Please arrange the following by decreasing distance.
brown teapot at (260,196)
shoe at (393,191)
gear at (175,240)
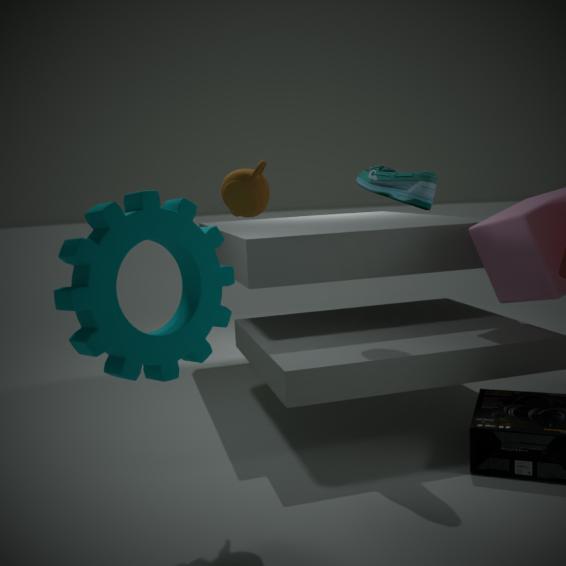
shoe at (393,191), brown teapot at (260,196), gear at (175,240)
